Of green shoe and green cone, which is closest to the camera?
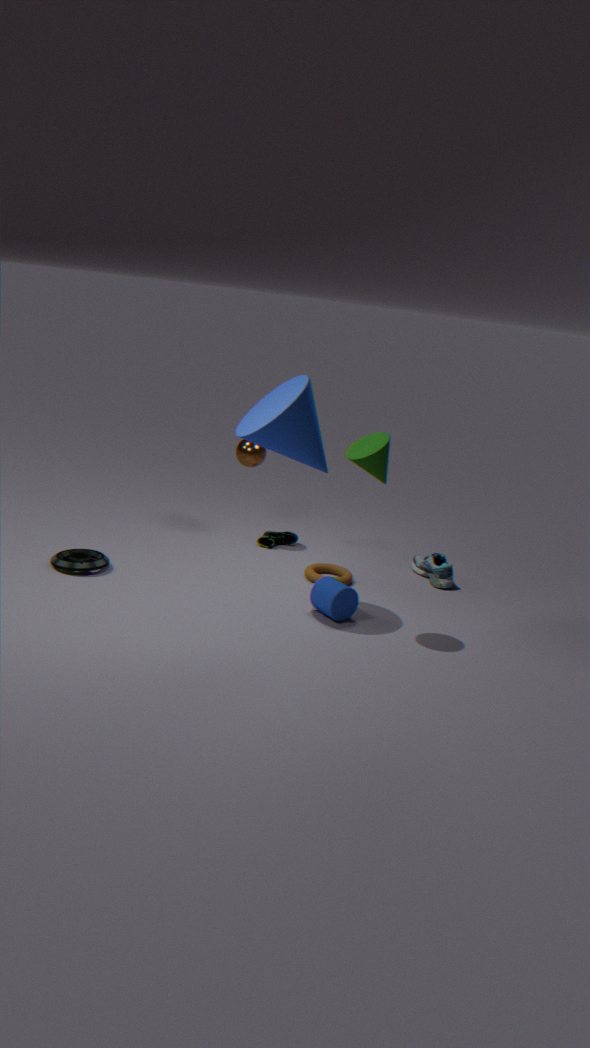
green cone
